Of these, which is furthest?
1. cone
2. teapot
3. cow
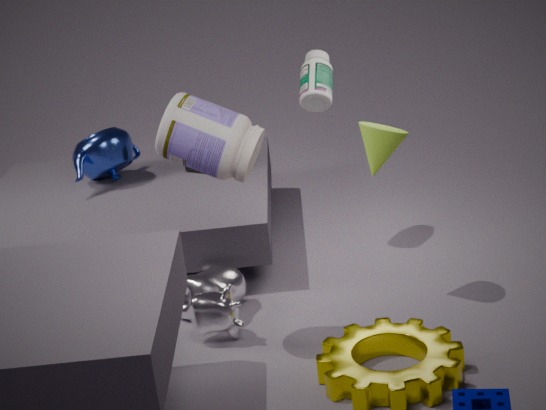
teapot
